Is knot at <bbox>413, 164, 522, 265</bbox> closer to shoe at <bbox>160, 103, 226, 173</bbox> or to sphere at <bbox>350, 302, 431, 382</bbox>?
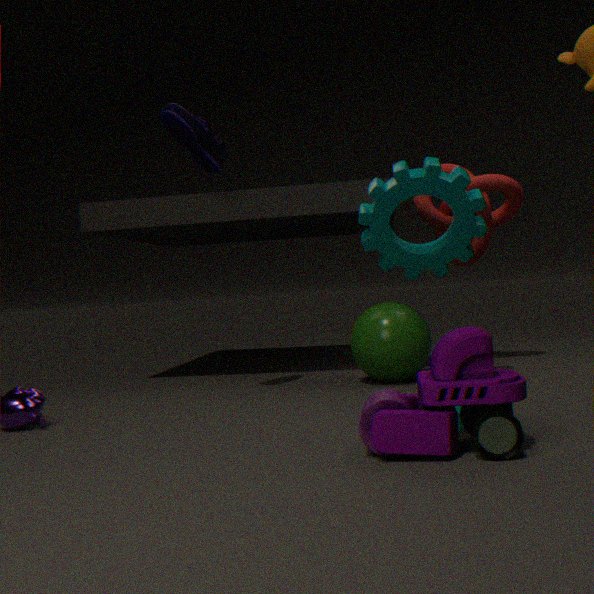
sphere at <bbox>350, 302, 431, 382</bbox>
